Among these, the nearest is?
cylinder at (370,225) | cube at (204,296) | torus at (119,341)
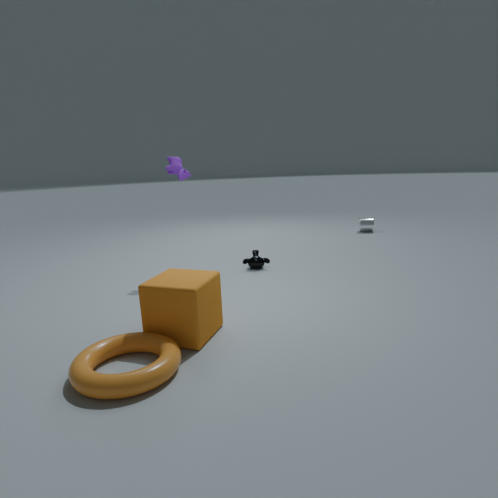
torus at (119,341)
